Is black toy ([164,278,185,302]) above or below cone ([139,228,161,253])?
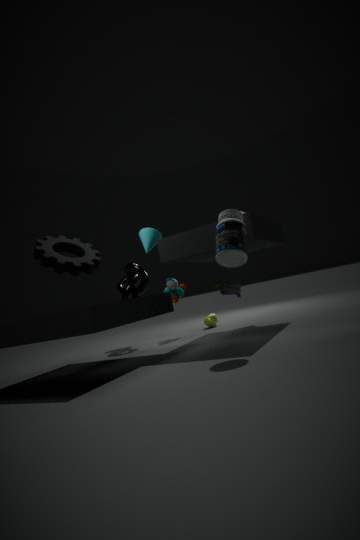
below
